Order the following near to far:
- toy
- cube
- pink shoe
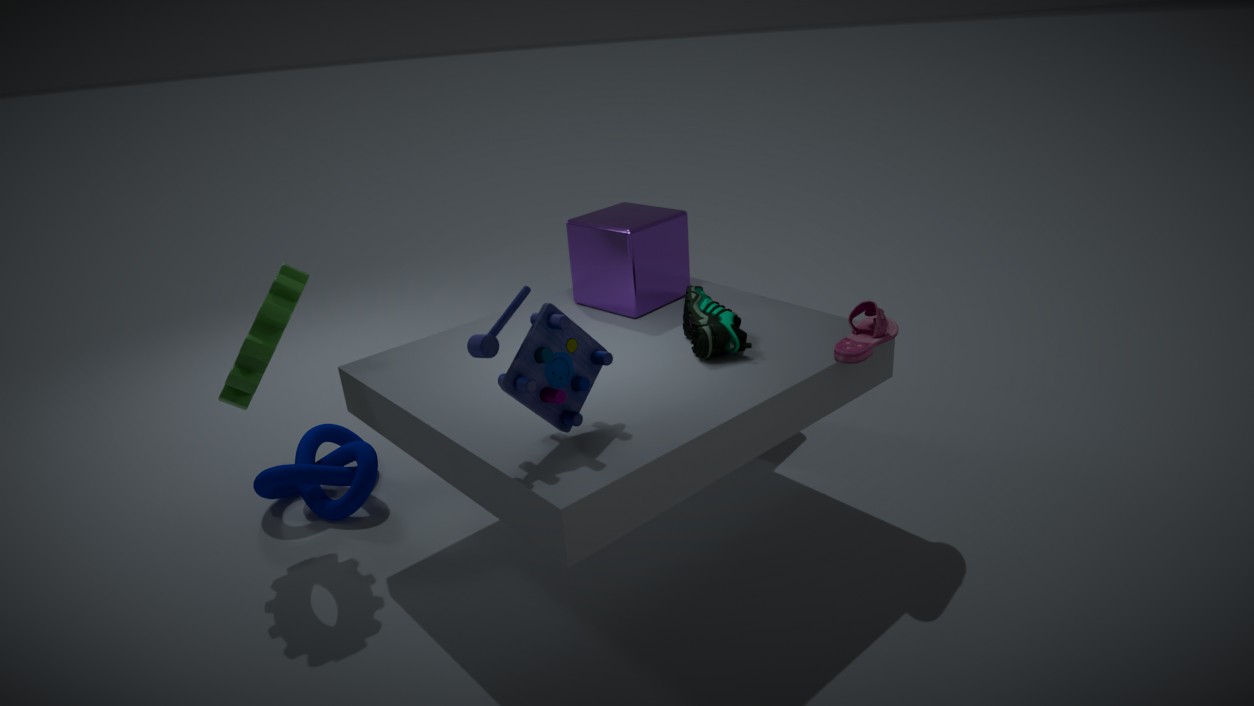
toy
pink shoe
cube
